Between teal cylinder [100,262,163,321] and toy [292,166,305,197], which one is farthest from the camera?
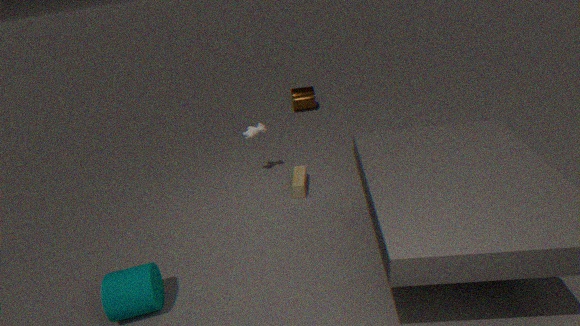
toy [292,166,305,197]
